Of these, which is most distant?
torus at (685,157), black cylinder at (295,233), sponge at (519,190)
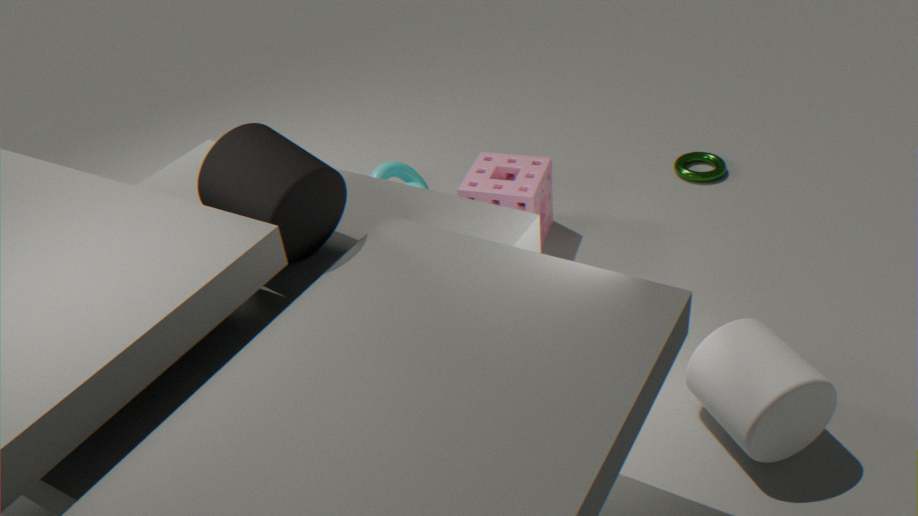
torus at (685,157)
